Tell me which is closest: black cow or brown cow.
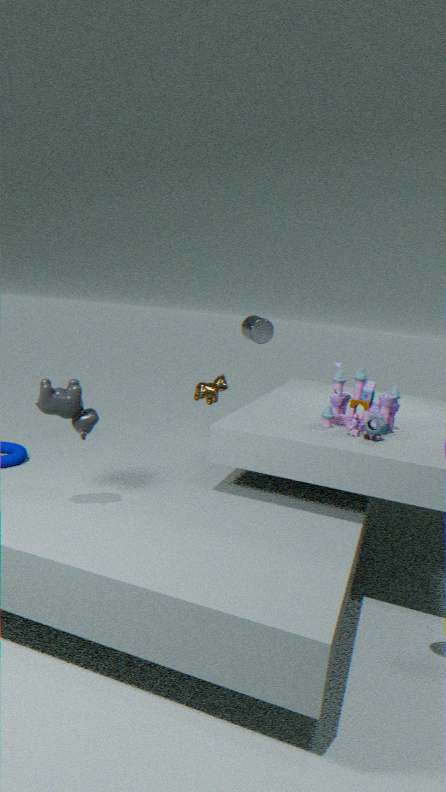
black cow
